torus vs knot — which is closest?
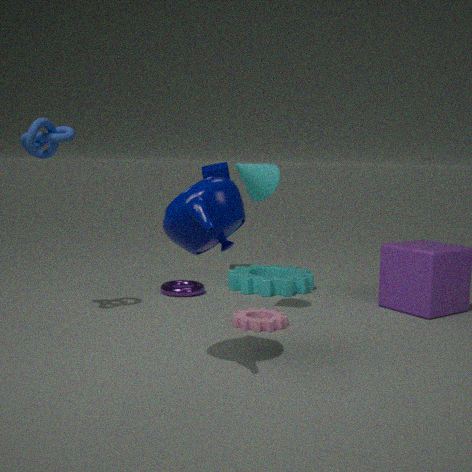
knot
